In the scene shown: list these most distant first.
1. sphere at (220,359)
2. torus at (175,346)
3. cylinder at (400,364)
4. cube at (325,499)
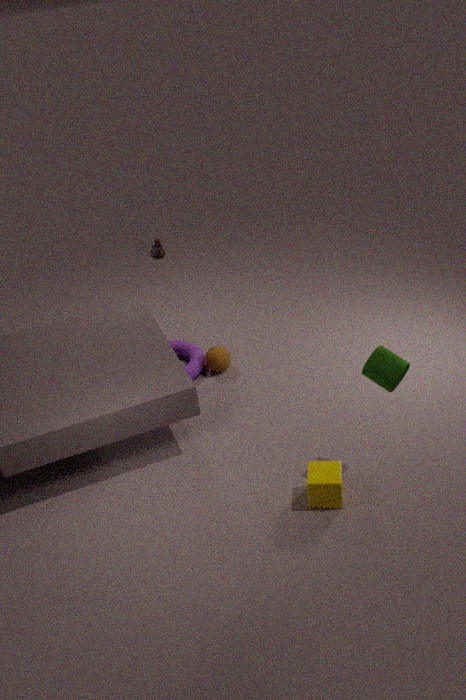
torus at (175,346) < sphere at (220,359) < cube at (325,499) < cylinder at (400,364)
